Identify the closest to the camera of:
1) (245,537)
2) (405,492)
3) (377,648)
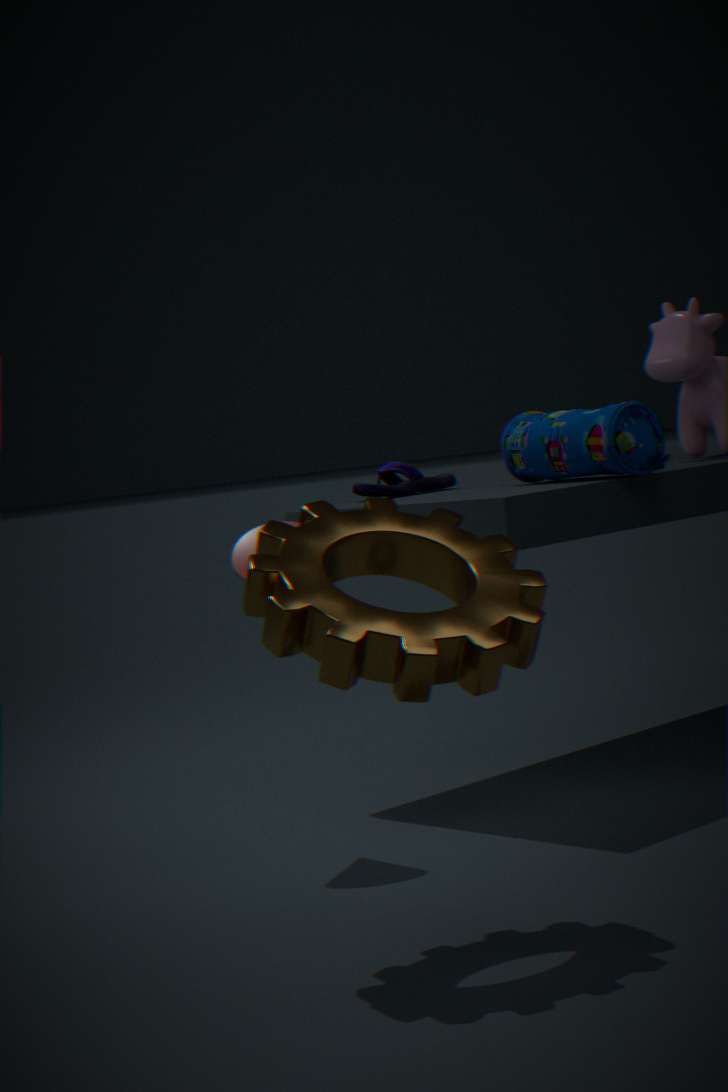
3. (377,648)
